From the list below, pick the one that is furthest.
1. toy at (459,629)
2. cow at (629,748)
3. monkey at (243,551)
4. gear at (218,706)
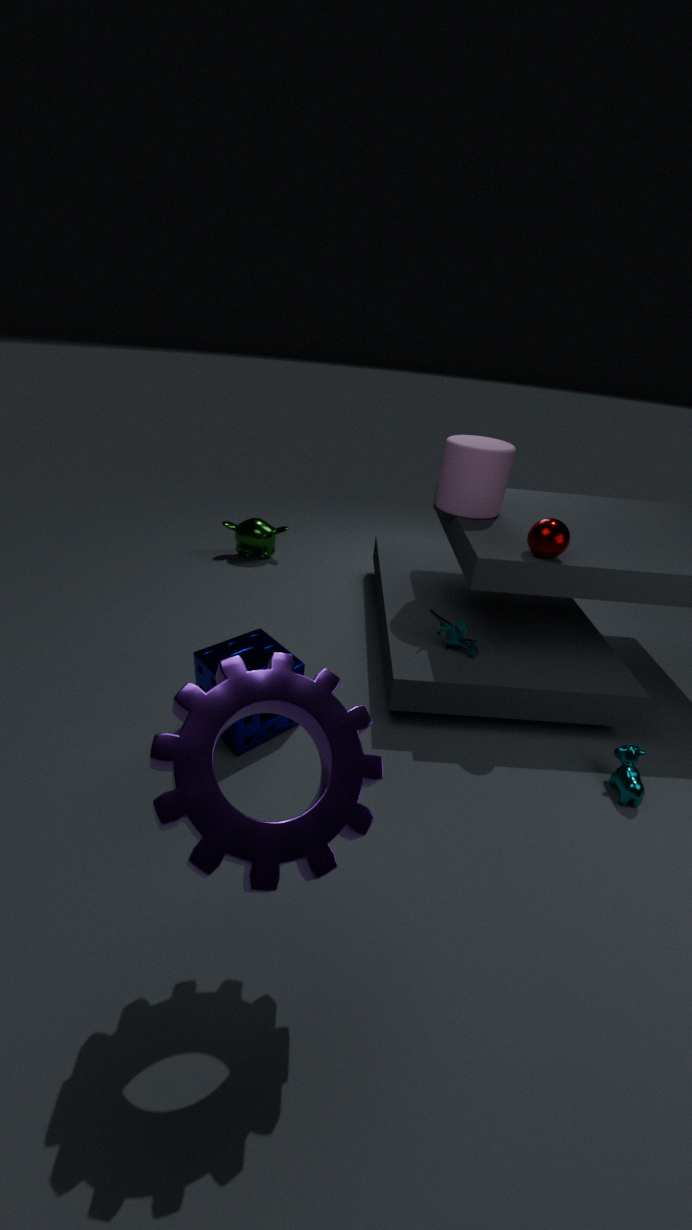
monkey at (243,551)
